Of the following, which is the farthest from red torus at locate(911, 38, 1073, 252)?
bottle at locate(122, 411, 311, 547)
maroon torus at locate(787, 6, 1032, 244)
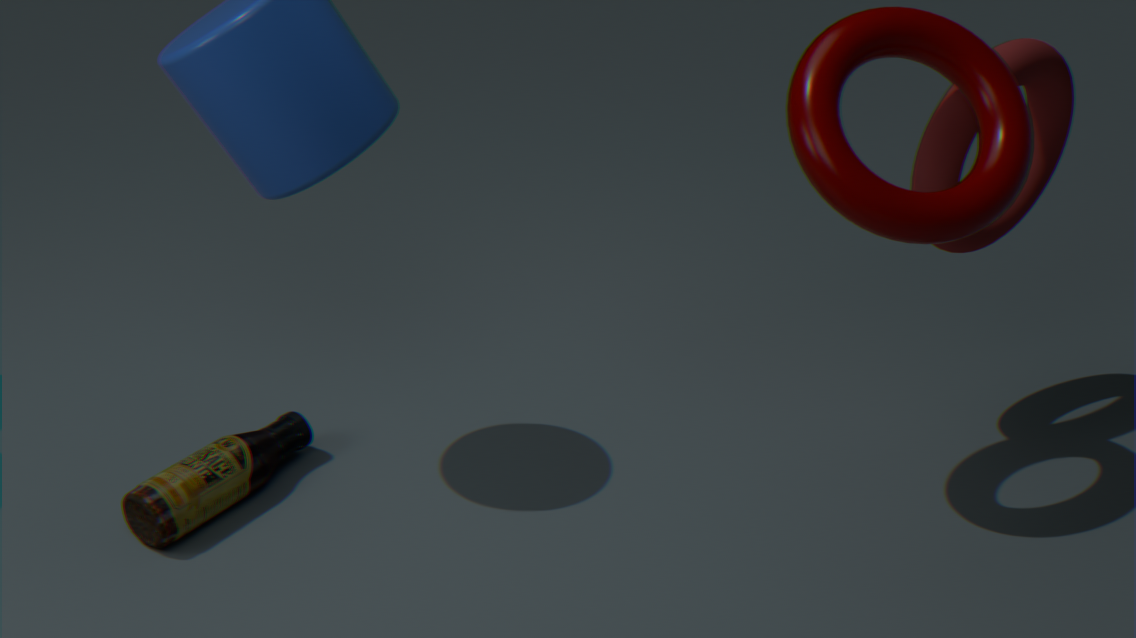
bottle at locate(122, 411, 311, 547)
